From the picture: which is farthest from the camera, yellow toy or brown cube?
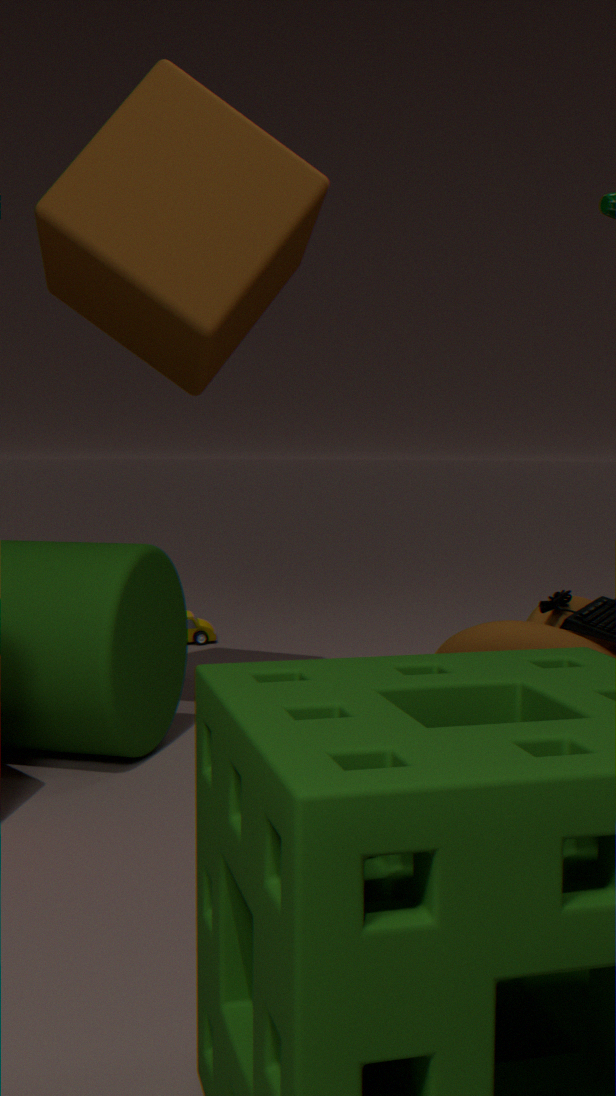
yellow toy
